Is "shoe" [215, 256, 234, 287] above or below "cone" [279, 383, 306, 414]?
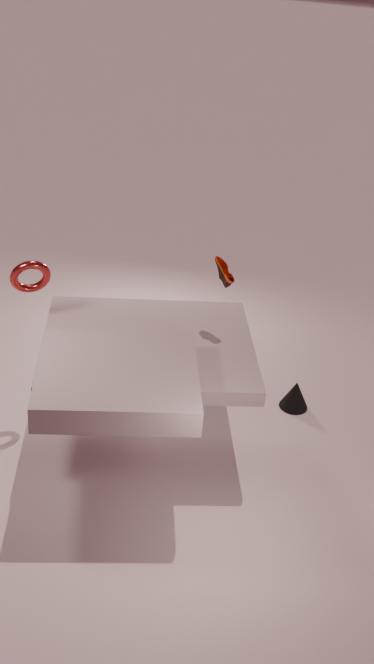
above
